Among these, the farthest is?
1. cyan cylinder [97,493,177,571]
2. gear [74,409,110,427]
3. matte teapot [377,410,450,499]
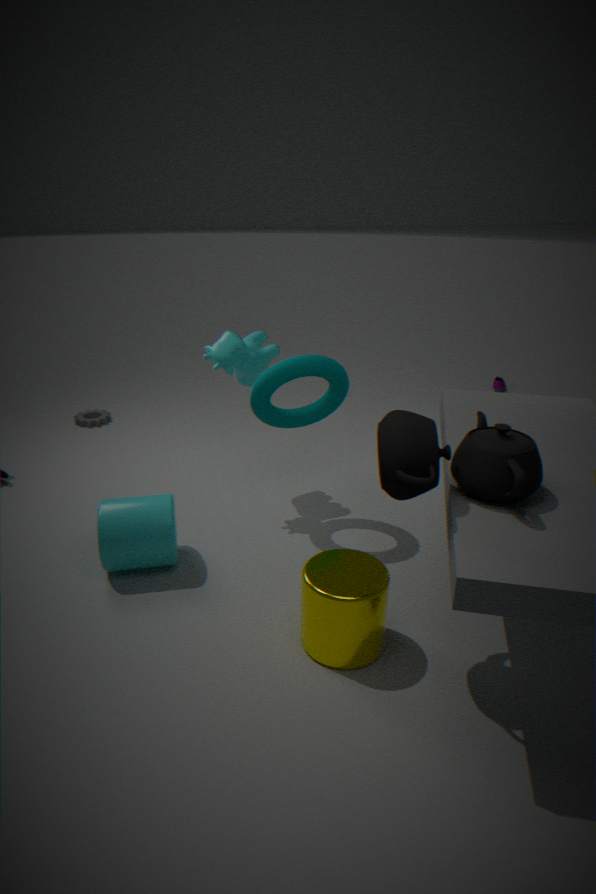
gear [74,409,110,427]
